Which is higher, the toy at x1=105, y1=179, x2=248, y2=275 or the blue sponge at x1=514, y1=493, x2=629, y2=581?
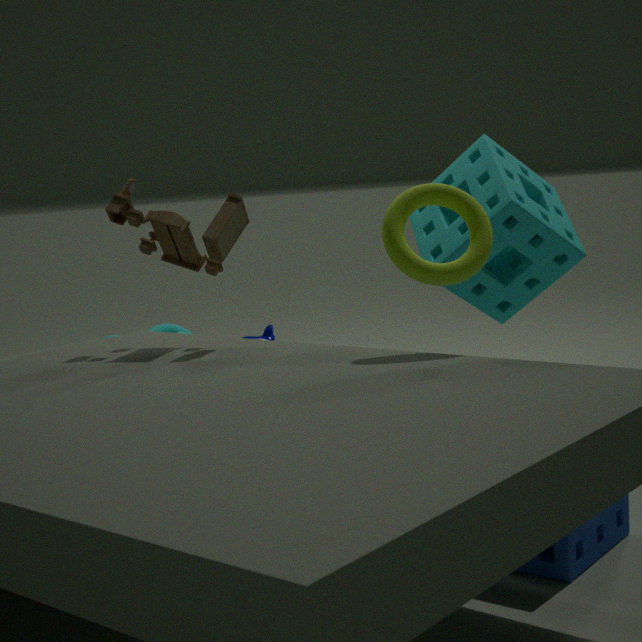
the toy at x1=105, y1=179, x2=248, y2=275
